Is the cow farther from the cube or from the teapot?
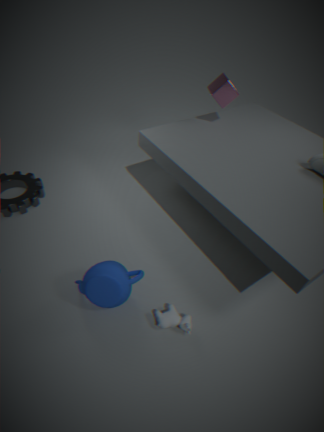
the cube
